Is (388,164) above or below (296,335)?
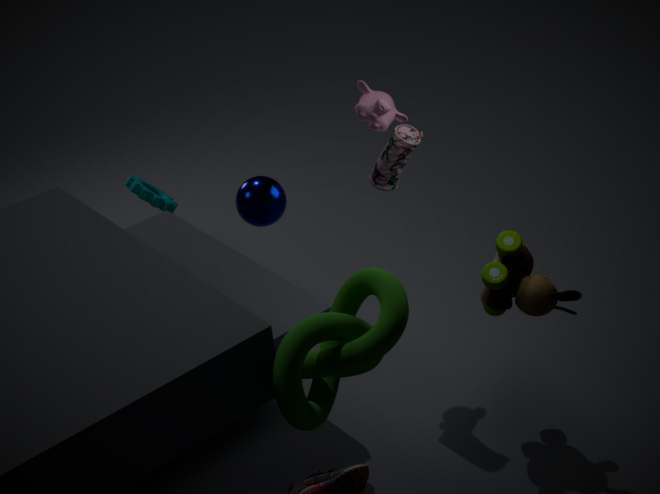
above
